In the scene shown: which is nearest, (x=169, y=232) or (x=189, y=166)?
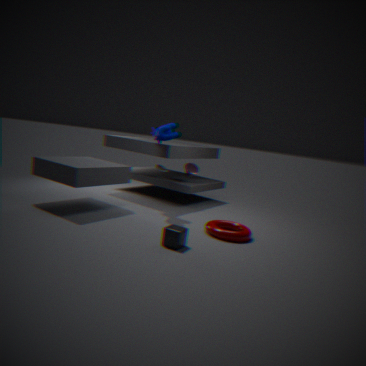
(x=169, y=232)
